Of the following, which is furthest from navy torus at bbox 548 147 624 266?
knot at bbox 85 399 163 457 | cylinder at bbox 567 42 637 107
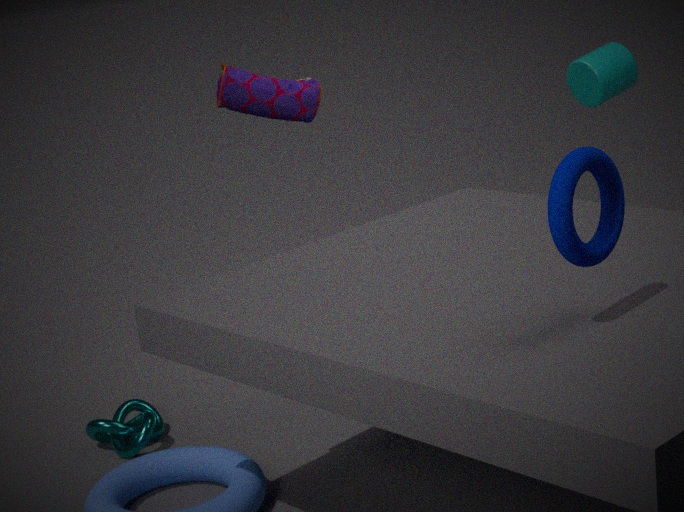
knot at bbox 85 399 163 457
